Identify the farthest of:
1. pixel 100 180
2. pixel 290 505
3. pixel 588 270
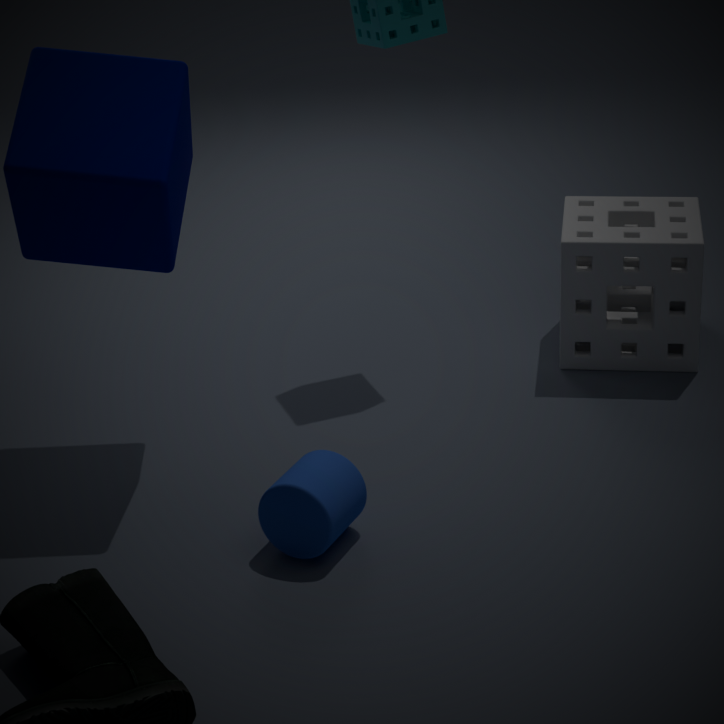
pixel 588 270
